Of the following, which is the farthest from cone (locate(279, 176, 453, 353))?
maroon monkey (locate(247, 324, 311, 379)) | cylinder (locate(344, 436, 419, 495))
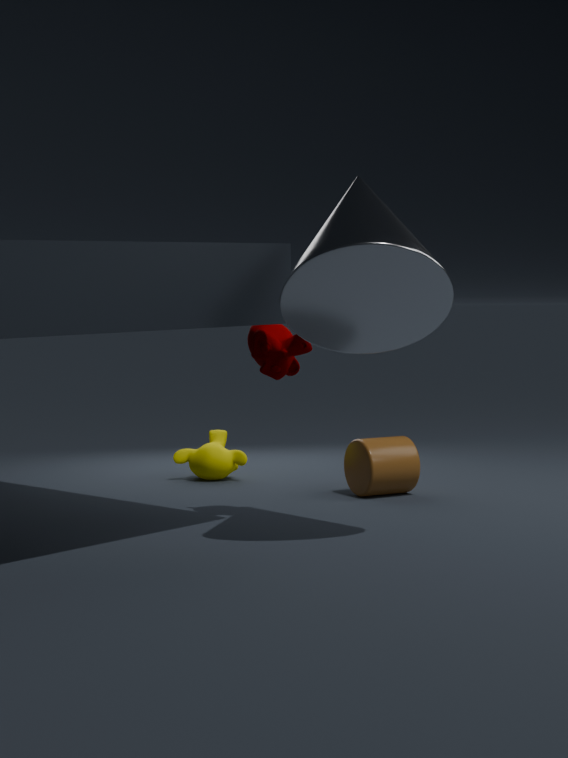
cylinder (locate(344, 436, 419, 495))
